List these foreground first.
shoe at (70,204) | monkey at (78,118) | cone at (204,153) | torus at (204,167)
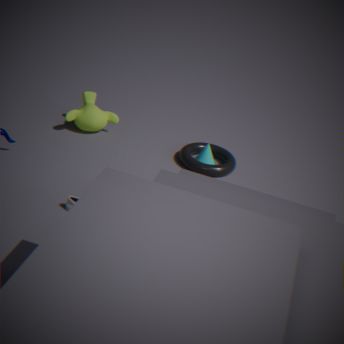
shoe at (70,204), torus at (204,167), cone at (204,153), monkey at (78,118)
